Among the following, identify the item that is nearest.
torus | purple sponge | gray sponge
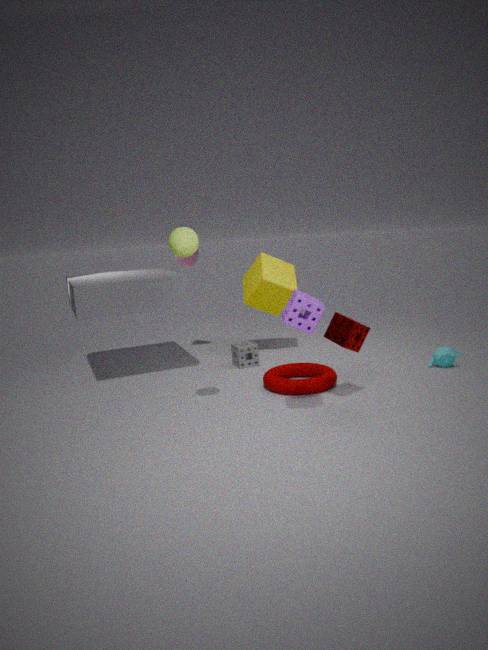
purple sponge
